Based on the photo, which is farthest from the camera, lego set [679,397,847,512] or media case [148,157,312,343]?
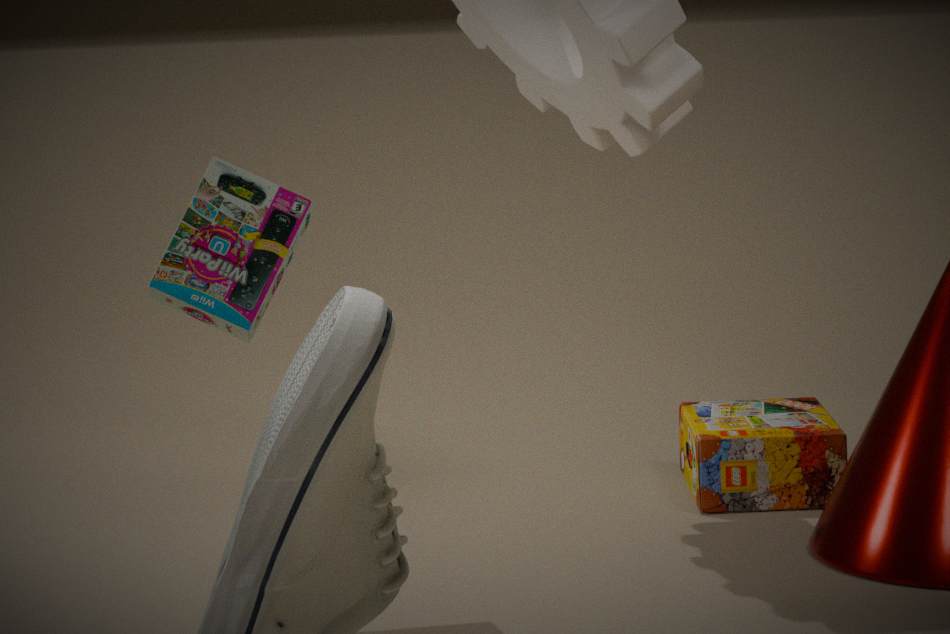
lego set [679,397,847,512]
